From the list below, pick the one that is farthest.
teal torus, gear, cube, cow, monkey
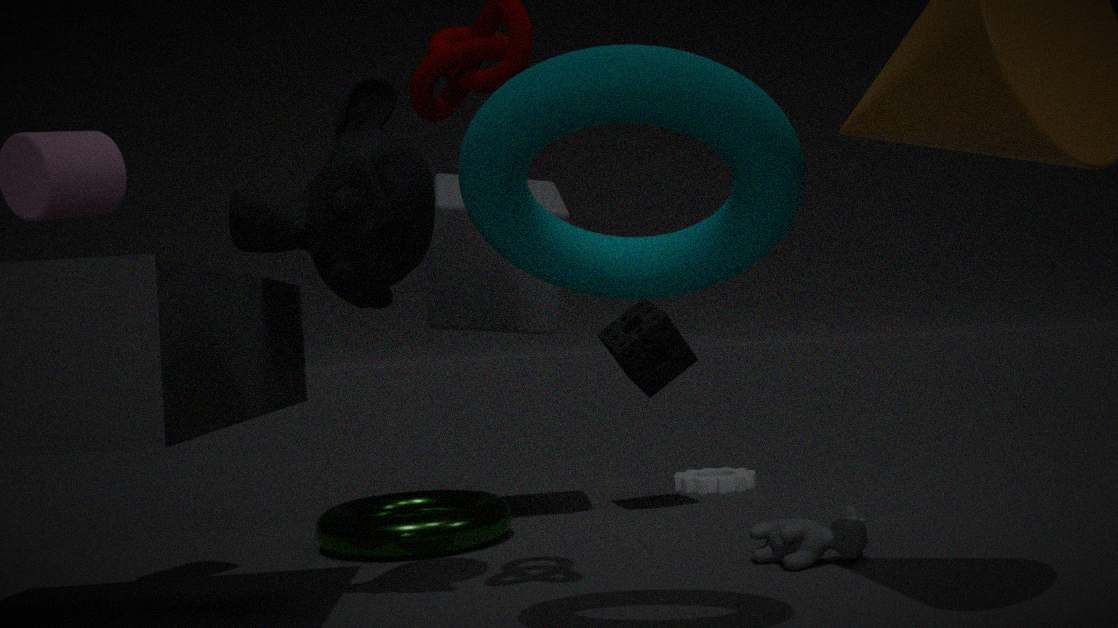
gear
